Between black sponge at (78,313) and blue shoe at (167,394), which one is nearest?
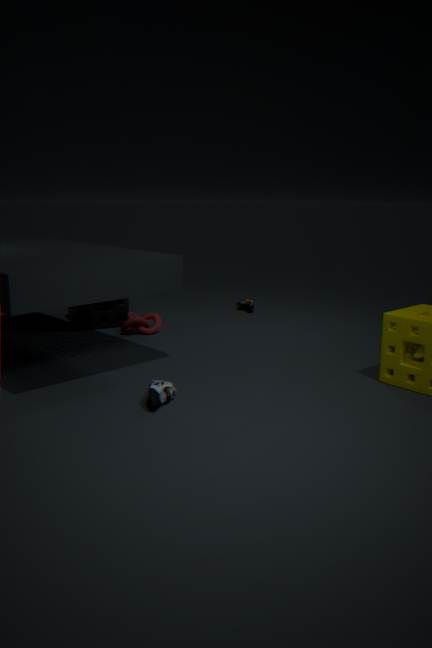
blue shoe at (167,394)
